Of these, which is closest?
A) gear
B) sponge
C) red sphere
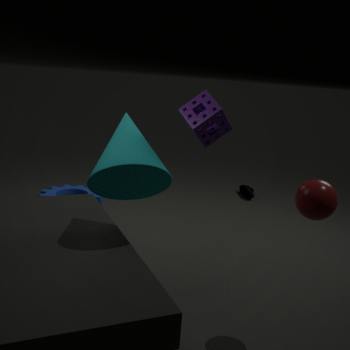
red sphere
